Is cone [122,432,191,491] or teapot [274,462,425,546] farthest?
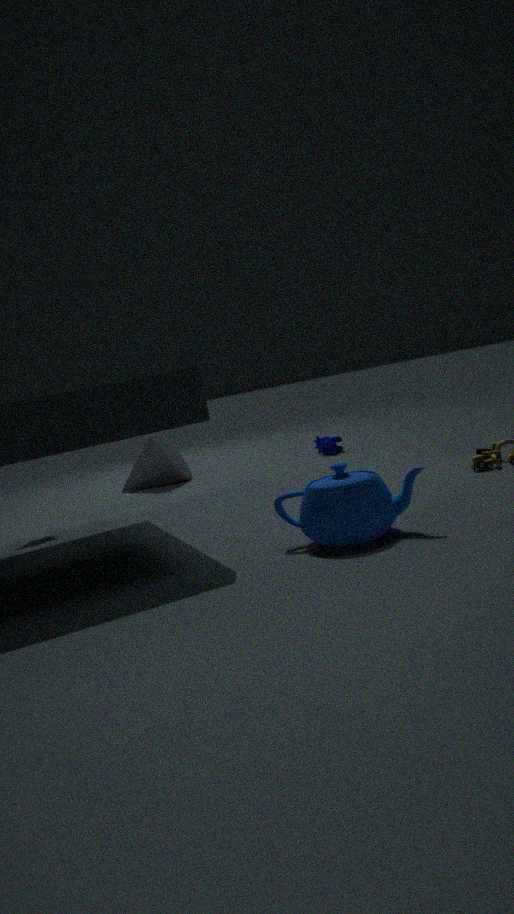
cone [122,432,191,491]
